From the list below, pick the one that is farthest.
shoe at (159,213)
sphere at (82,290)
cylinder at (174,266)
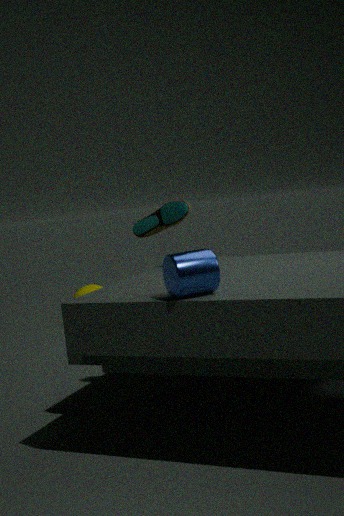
sphere at (82,290)
